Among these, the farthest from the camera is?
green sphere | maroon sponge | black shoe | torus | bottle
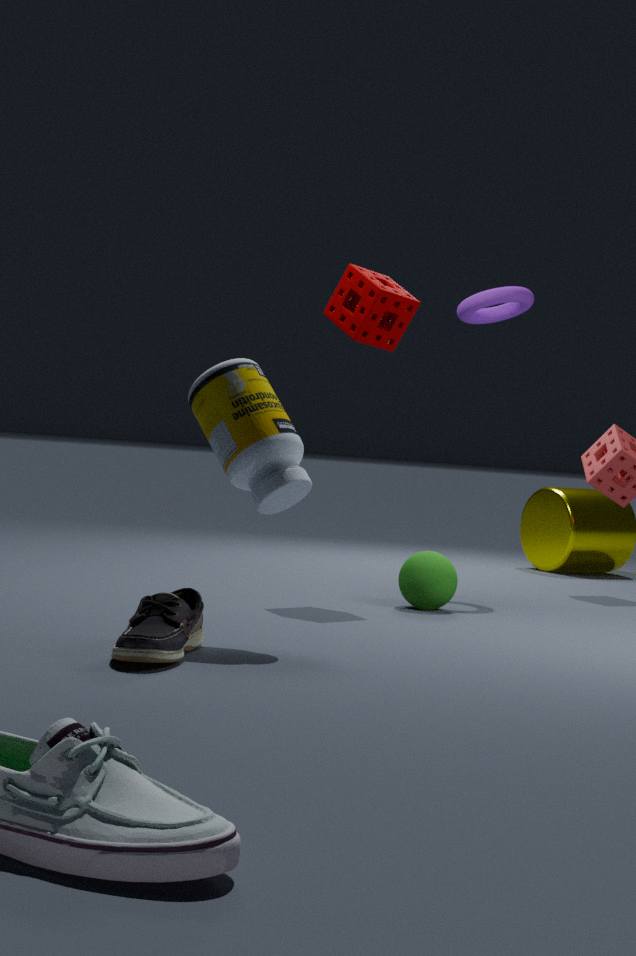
torus
